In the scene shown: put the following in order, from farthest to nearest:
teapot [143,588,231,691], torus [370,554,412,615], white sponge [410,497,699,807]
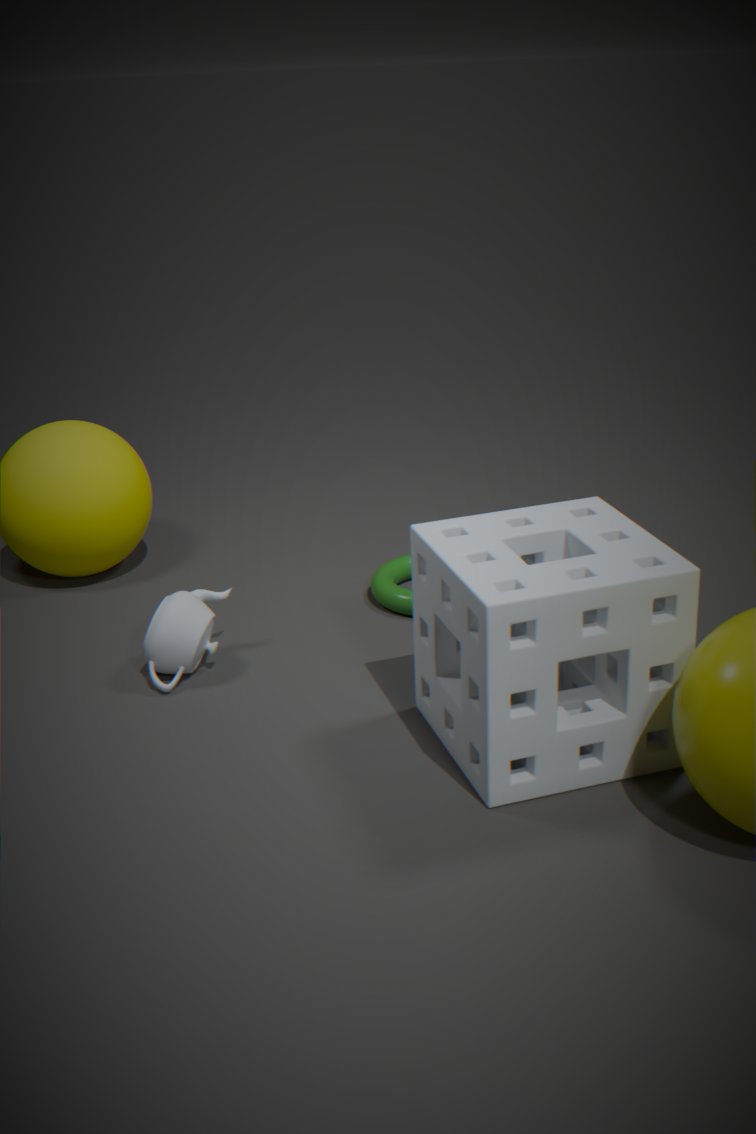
1. torus [370,554,412,615]
2. teapot [143,588,231,691]
3. white sponge [410,497,699,807]
